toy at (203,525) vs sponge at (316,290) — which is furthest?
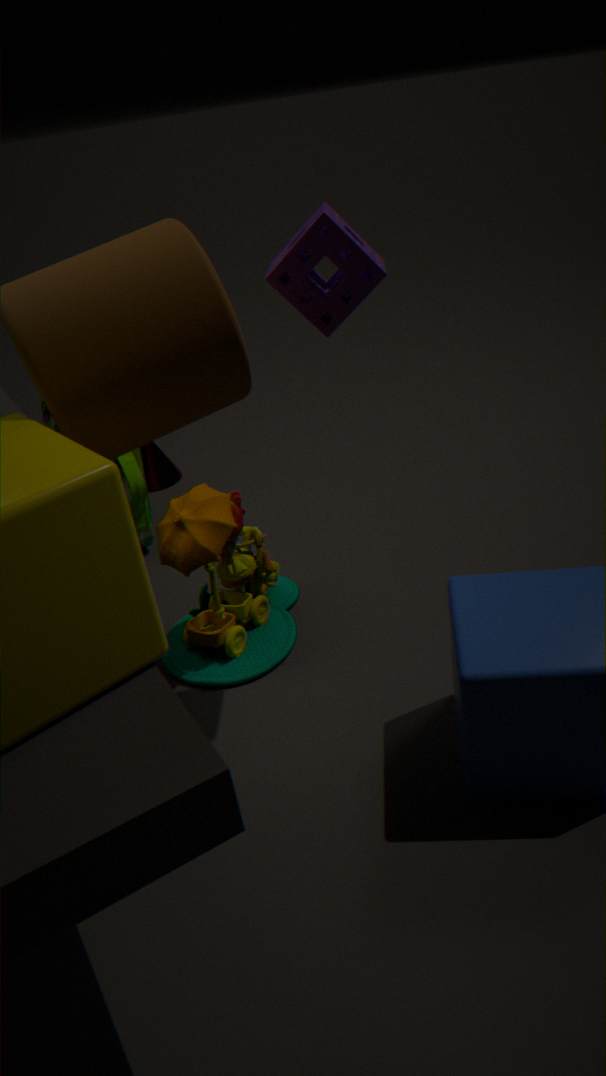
toy at (203,525)
